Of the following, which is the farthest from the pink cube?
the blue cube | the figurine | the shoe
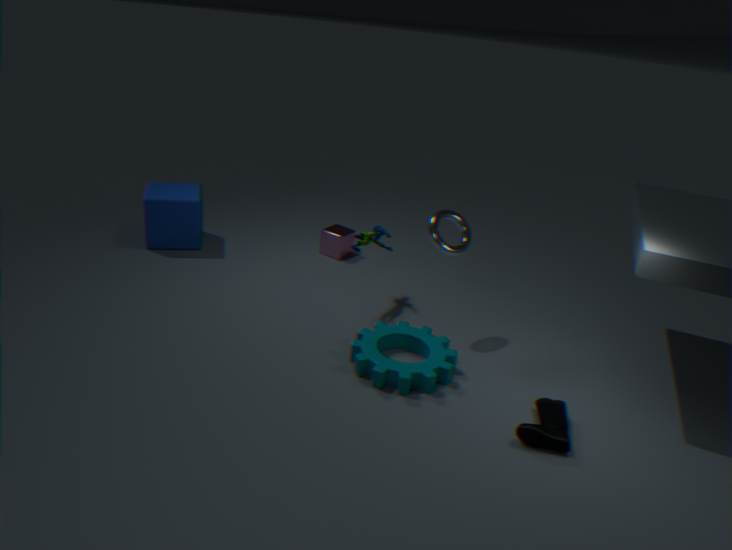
the shoe
